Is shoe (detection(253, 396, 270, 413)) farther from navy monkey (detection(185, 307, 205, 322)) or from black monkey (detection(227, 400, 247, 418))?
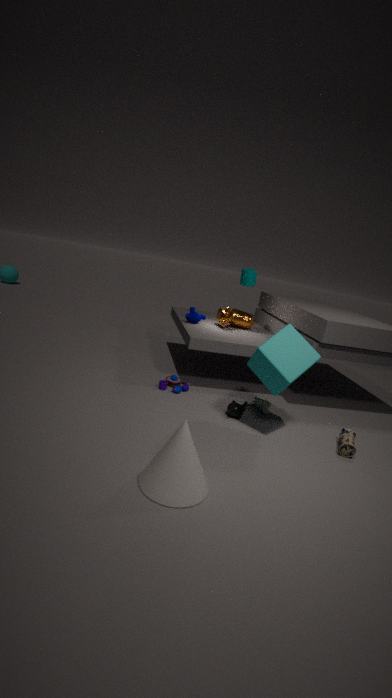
navy monkey (detection(185, 307, 205, 322))
